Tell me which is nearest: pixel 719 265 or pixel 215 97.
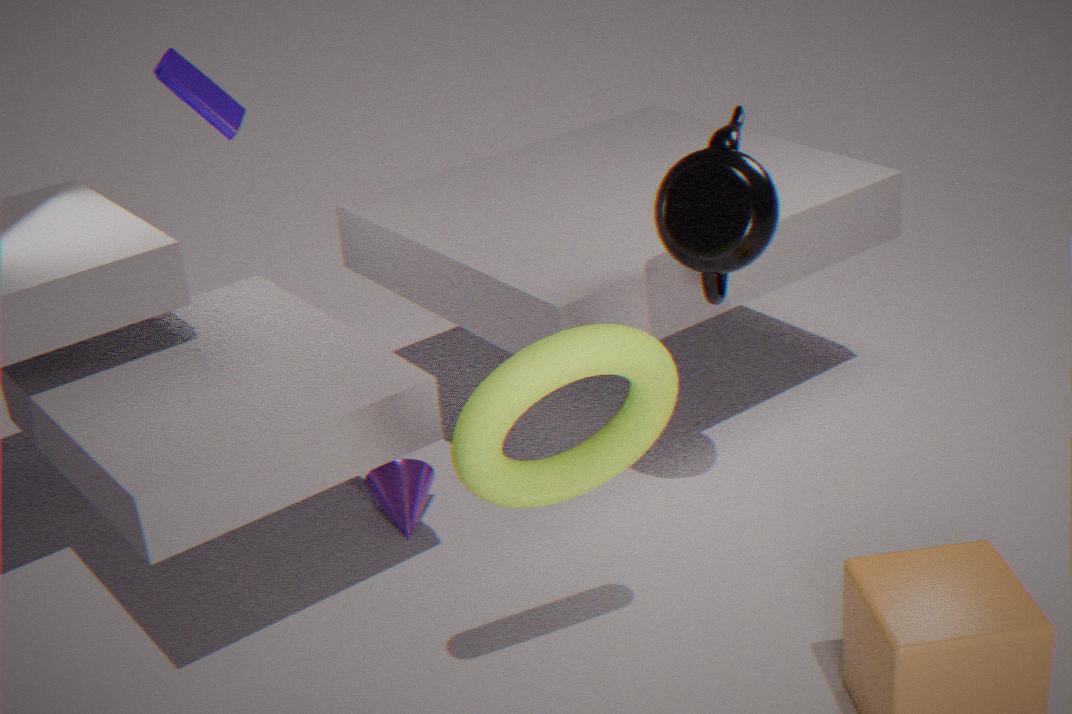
pixel 719 265
